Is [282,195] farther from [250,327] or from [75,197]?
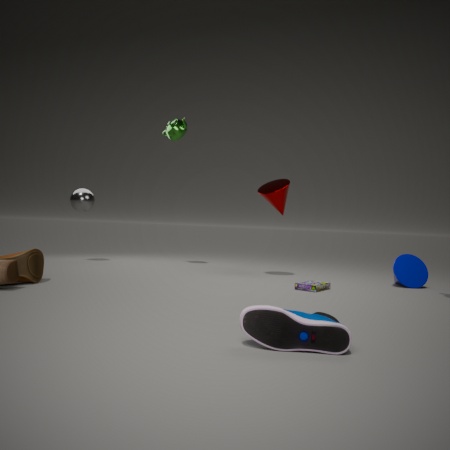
[250,327]
